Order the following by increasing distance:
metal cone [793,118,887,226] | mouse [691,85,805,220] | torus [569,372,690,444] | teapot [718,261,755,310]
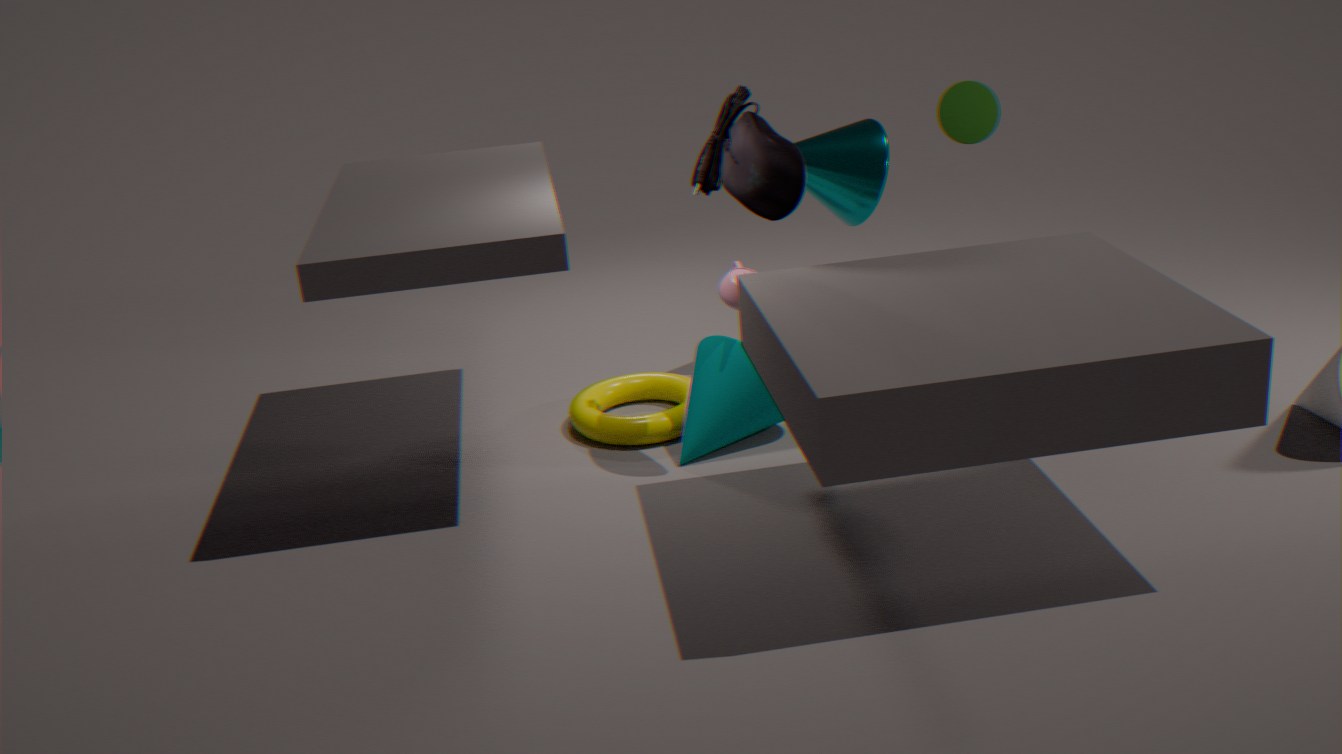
mouse [691,85,805,220]
teapot [718,261,755,310]
torus [569,372,690,444]
metal cone [793,118,887,226]
